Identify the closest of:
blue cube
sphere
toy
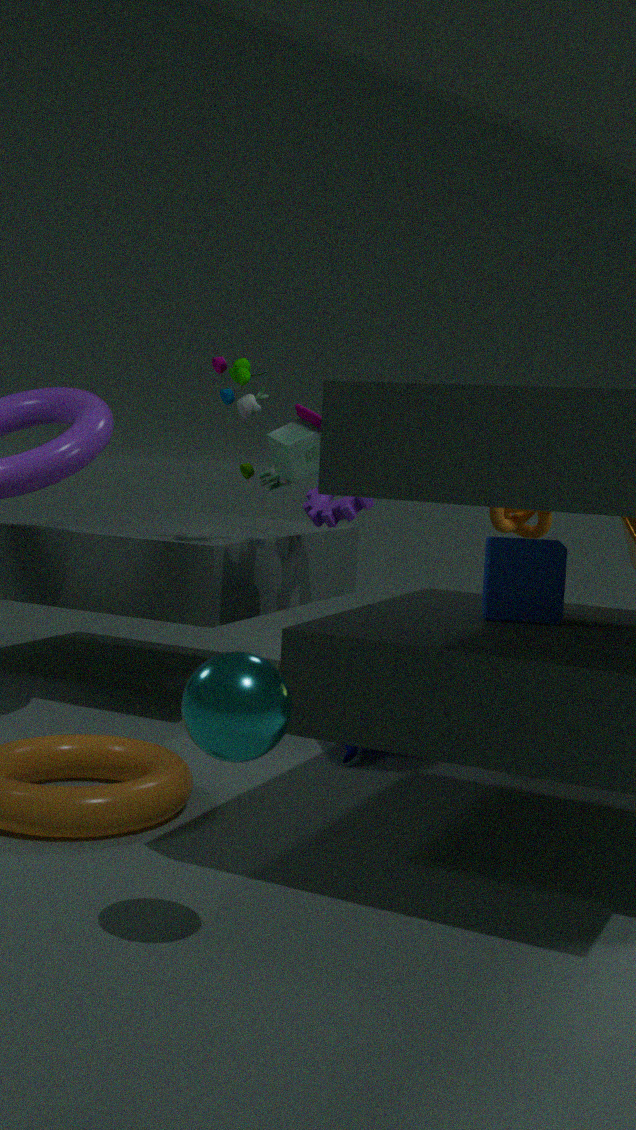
sphere
